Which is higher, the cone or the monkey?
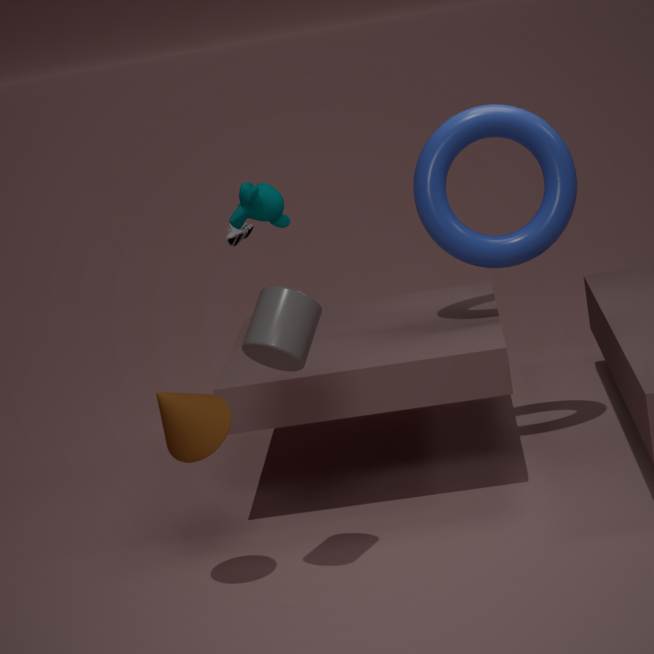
the monkey
